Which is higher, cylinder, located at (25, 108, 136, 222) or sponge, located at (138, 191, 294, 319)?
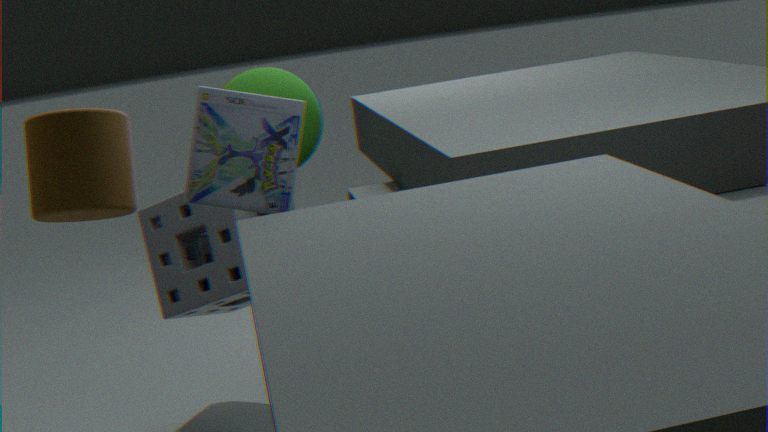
cylinder, located at (25, 108, 136, 222)
